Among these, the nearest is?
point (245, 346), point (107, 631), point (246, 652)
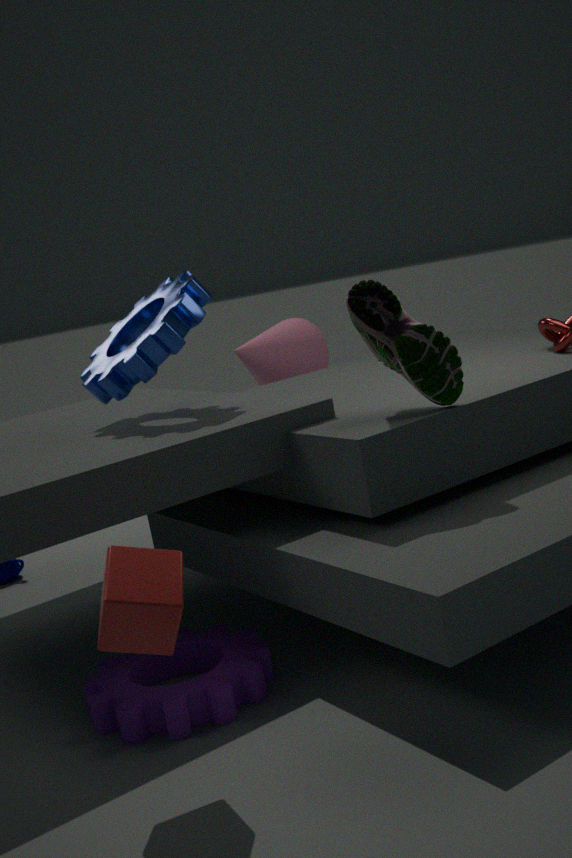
point (107, 631)
